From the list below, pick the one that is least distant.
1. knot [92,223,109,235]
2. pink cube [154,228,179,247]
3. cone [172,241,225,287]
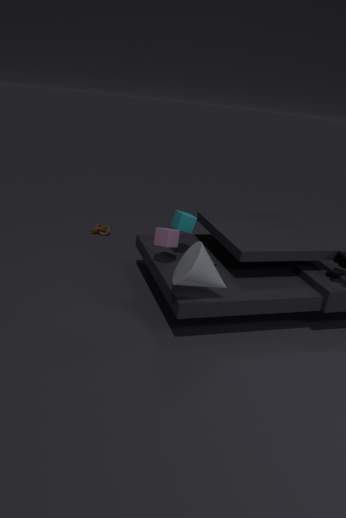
cone [172,241,225,287]
